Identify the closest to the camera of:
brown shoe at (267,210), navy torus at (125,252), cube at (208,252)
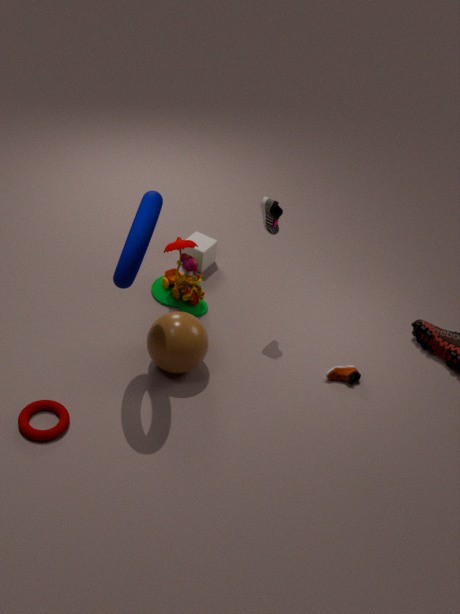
navy torus at (125,252)
